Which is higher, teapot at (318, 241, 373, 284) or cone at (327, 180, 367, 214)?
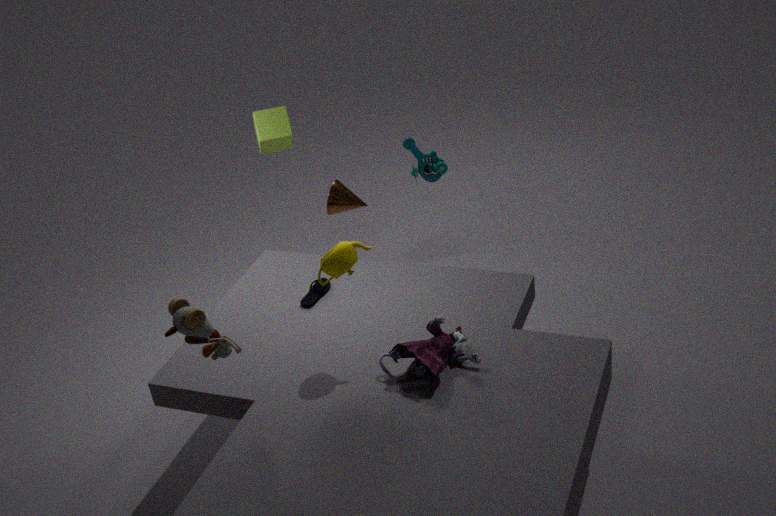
teapot at (318, 241, 373, 284)
